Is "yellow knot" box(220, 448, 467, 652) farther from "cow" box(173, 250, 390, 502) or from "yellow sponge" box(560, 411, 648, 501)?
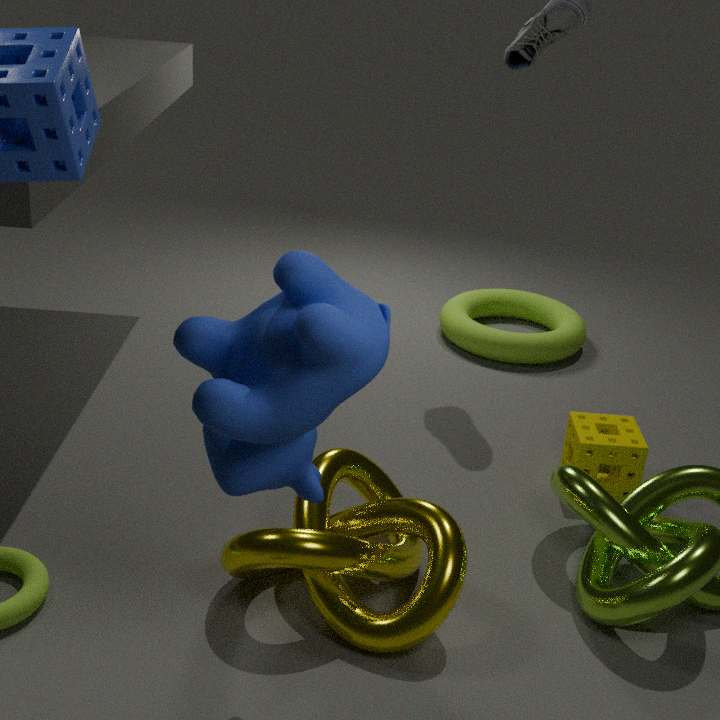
"yellow sponge" box(560, 411, 648, 501)
